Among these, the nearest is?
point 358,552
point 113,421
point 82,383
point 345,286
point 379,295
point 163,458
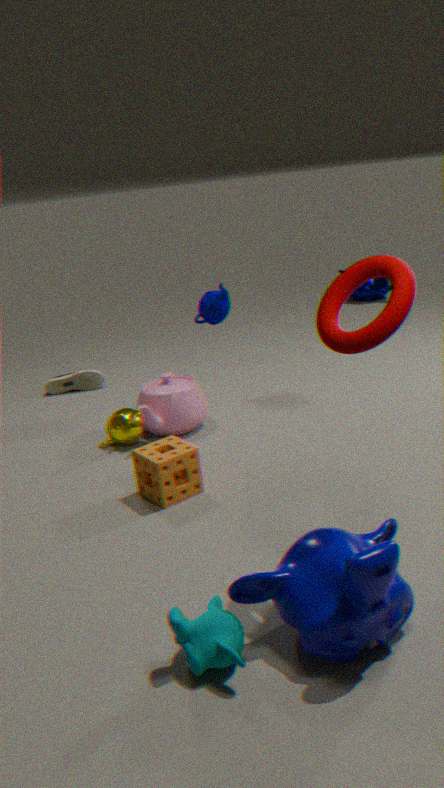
point 358,552
